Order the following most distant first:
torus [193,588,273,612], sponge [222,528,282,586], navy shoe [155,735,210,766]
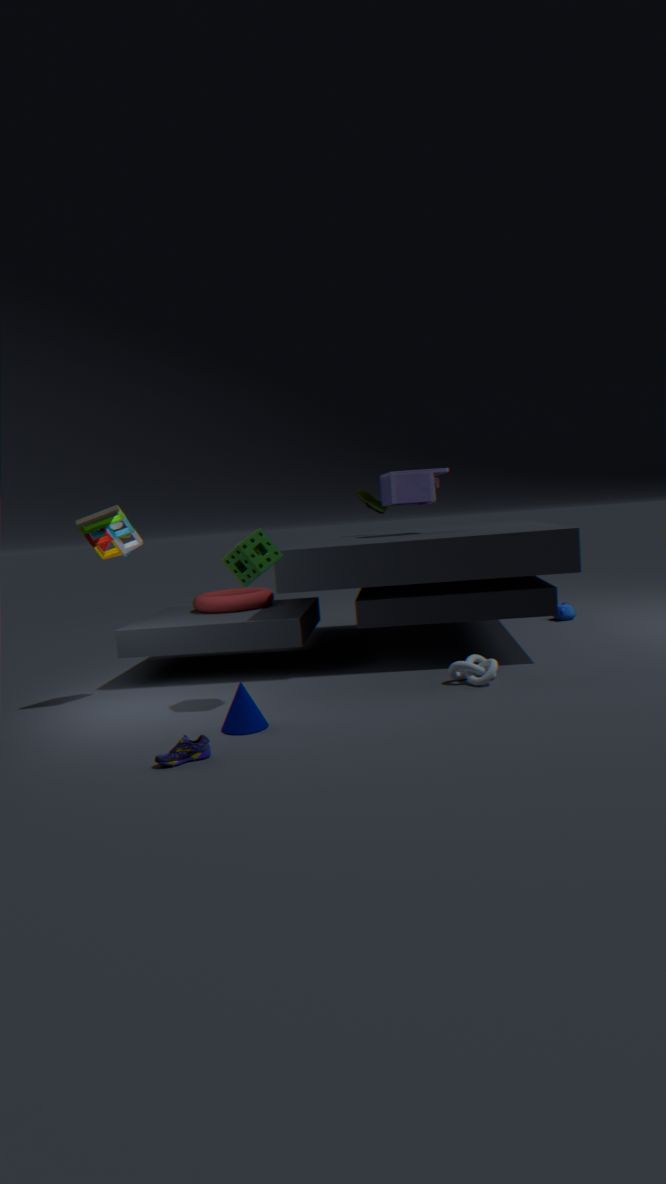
torus [193,588,273,612] < sponge [222,528,282,586] < navy shoe [155,735,210,766]
